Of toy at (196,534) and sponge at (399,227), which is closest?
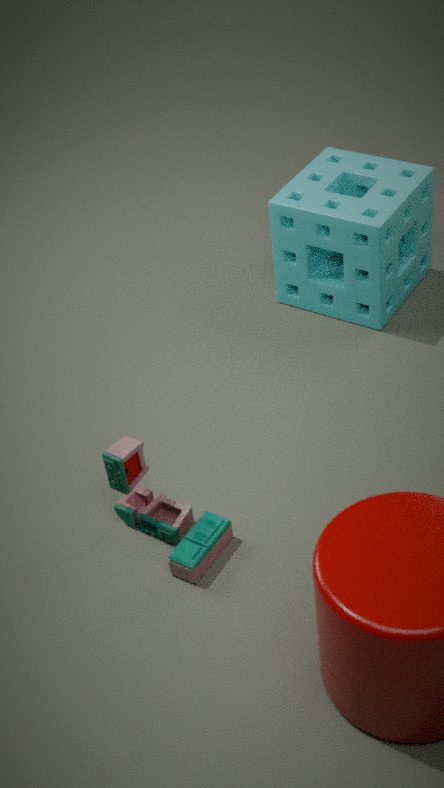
toy at (196,534)
